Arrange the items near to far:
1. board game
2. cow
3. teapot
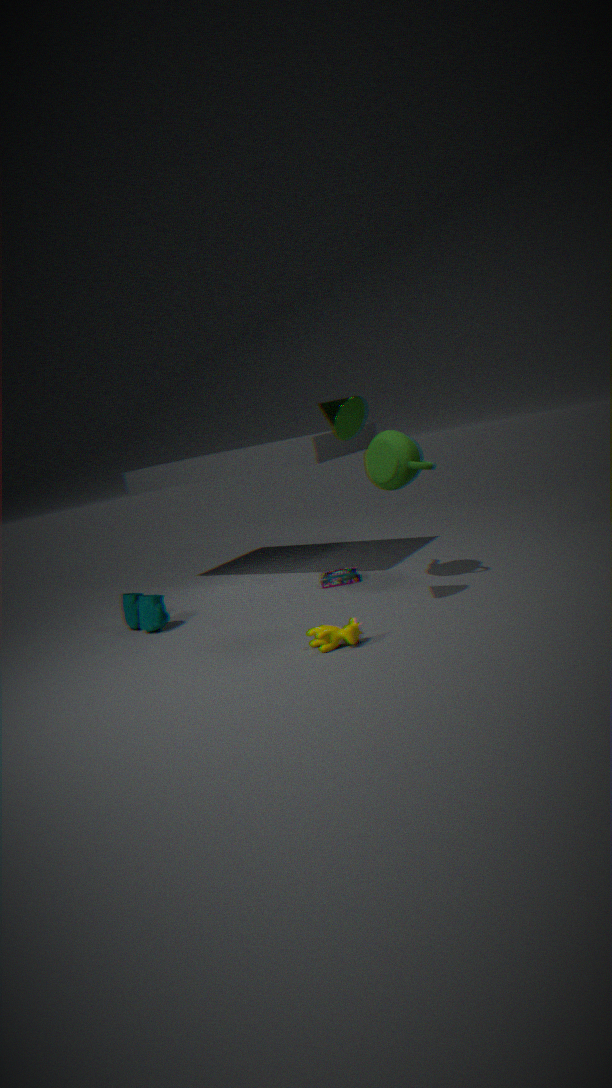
cow, teapot, board game
